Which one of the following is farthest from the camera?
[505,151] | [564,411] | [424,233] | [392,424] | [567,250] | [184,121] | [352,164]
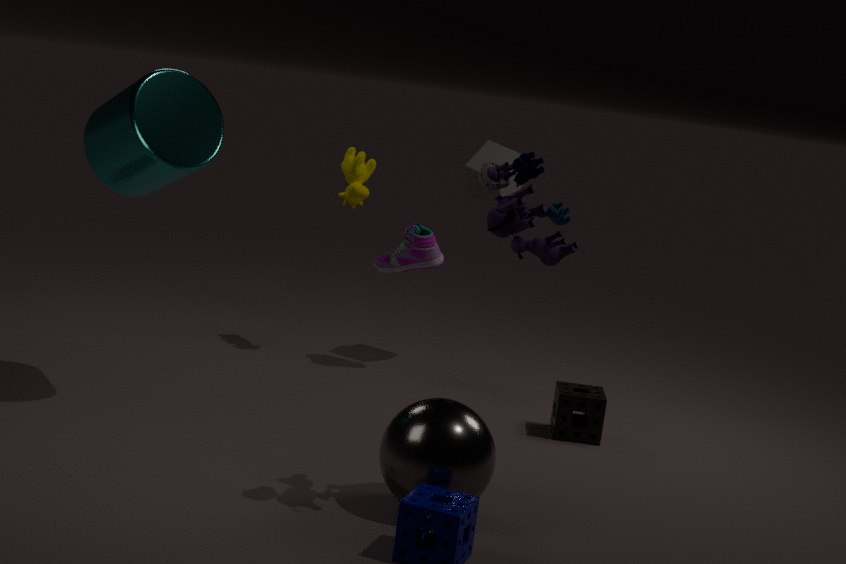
[505,151]
